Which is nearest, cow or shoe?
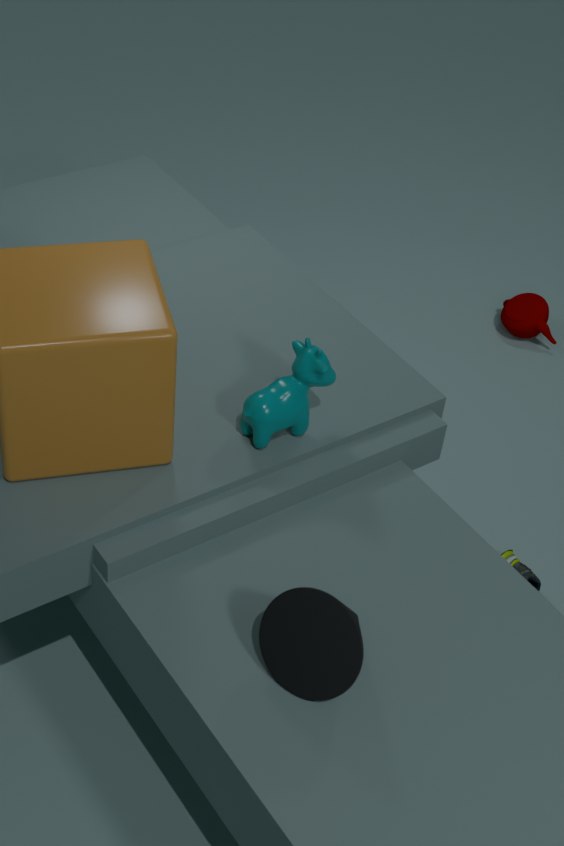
cow
